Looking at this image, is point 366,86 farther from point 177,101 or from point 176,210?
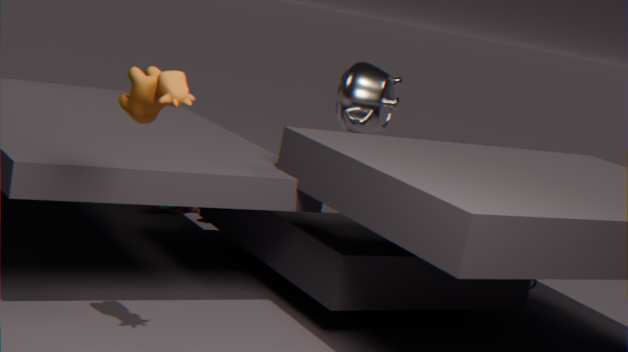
point 177,101
